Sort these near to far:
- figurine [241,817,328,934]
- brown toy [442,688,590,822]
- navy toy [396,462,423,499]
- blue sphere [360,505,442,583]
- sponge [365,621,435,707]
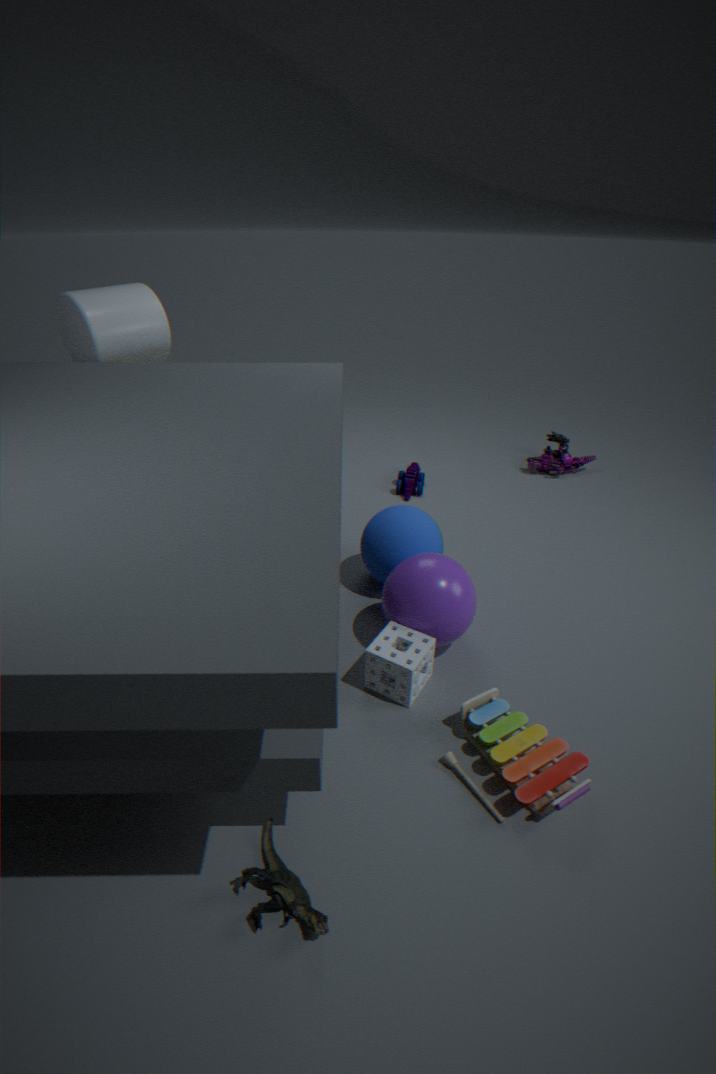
figurine [241,817,328,934], brown toy [442,688,590,822], sponge [365,621,435,707], blue sphere [360,505,442,583], navy toy [396,462,423,499]
